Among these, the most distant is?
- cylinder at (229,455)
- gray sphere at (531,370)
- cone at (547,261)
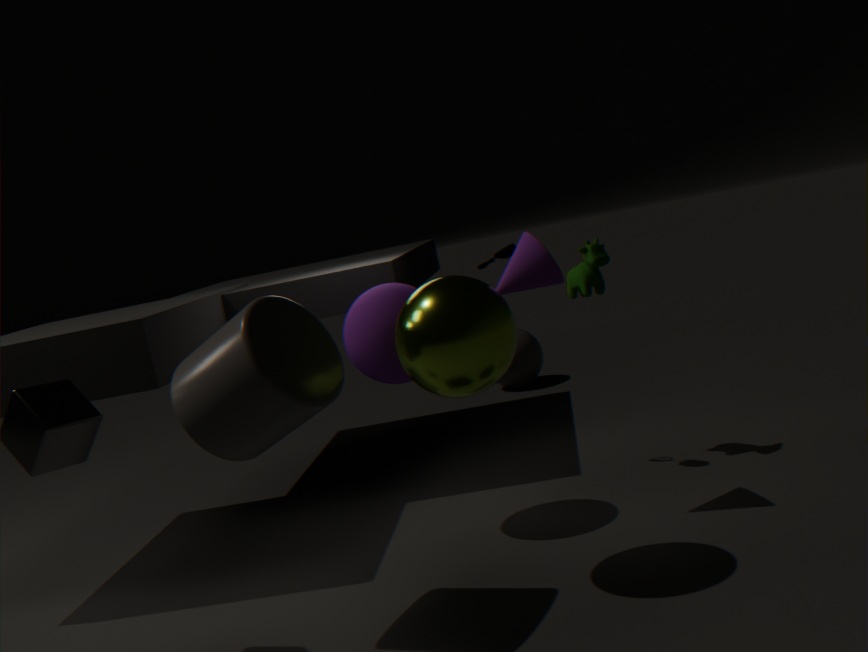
gray sphere at (531,370)
